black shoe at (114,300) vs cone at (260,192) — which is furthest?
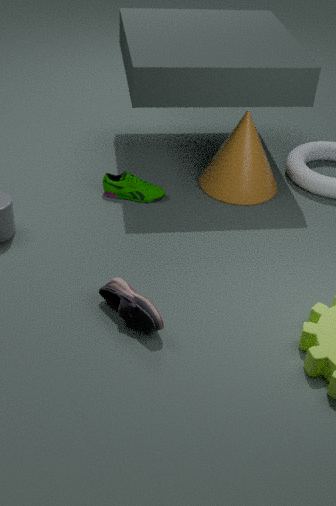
cone at (260,192)
